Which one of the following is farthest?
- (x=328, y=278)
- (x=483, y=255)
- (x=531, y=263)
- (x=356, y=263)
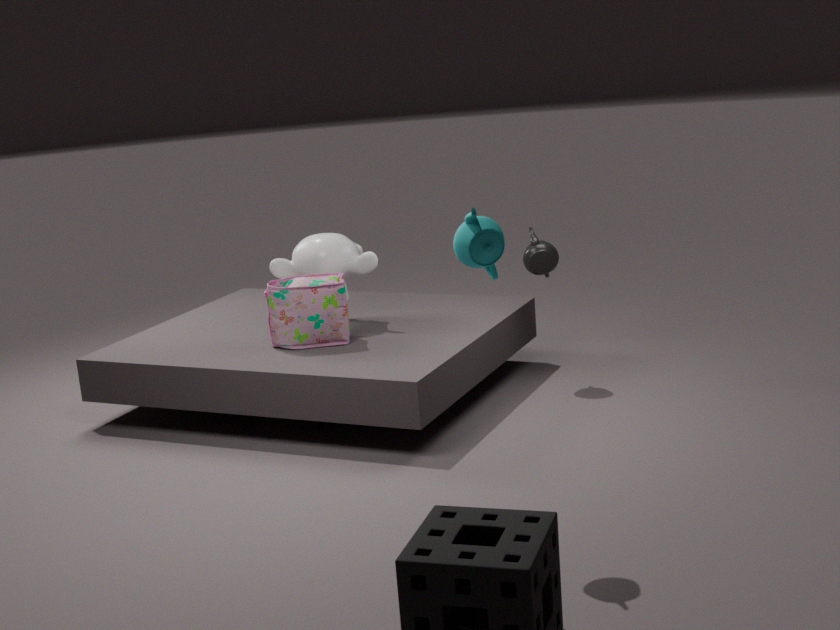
(x=356, y=263)
